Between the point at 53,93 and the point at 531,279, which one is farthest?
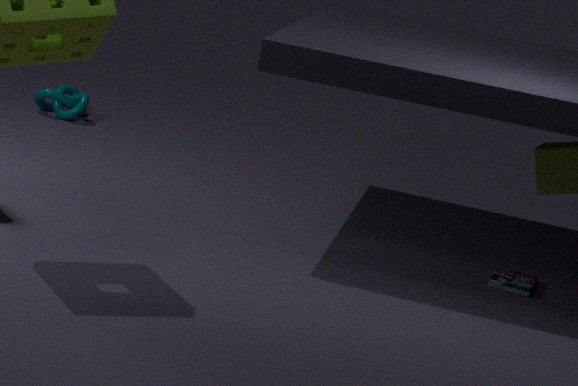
the point at 53,93
